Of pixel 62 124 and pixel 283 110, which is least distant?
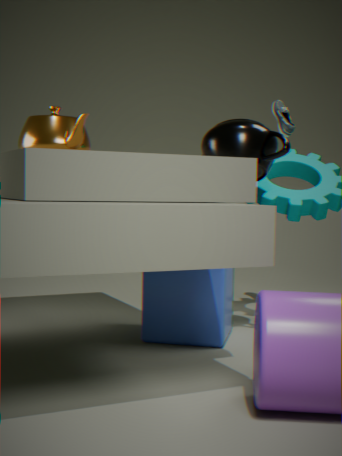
pixel 62 124
